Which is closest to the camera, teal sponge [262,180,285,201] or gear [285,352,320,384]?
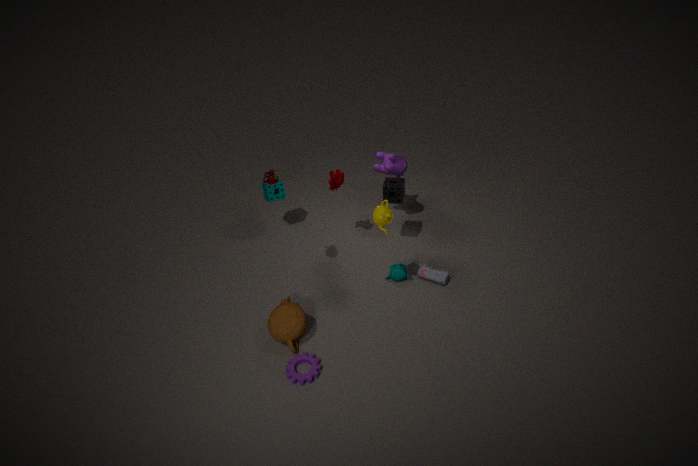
gear [285,352,320,384]
